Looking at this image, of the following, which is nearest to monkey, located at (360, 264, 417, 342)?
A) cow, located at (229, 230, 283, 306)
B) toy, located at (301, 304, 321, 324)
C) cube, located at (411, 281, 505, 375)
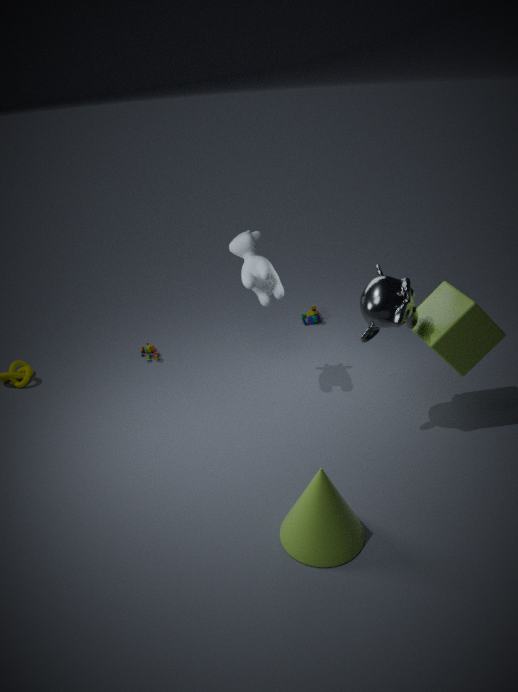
cube, located at (411, 281, 505, 375)
